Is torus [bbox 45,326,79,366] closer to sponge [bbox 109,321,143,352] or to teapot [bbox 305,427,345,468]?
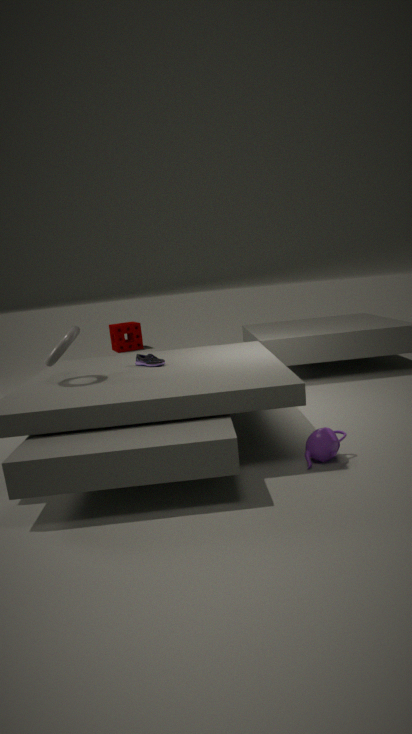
teapot [bbox 305,427,345,468]
